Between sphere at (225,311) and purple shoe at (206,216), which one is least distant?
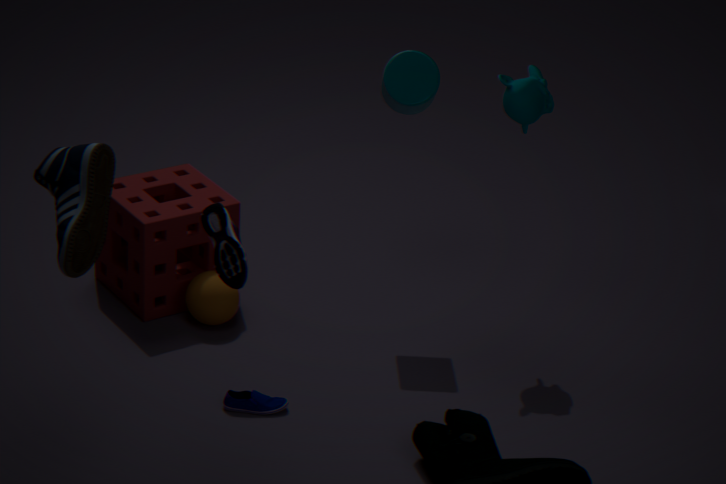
purple shoe at (206,216)
